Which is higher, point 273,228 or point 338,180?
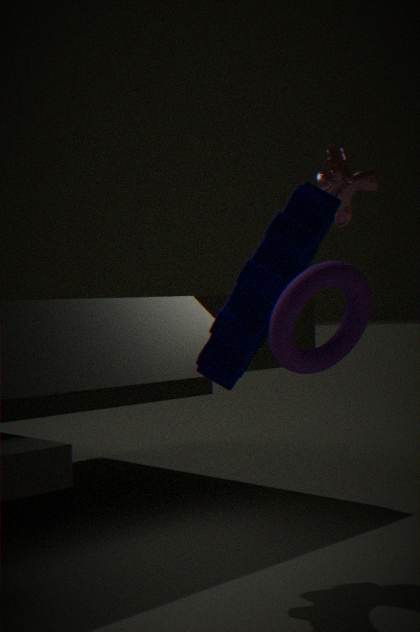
point 338,180
